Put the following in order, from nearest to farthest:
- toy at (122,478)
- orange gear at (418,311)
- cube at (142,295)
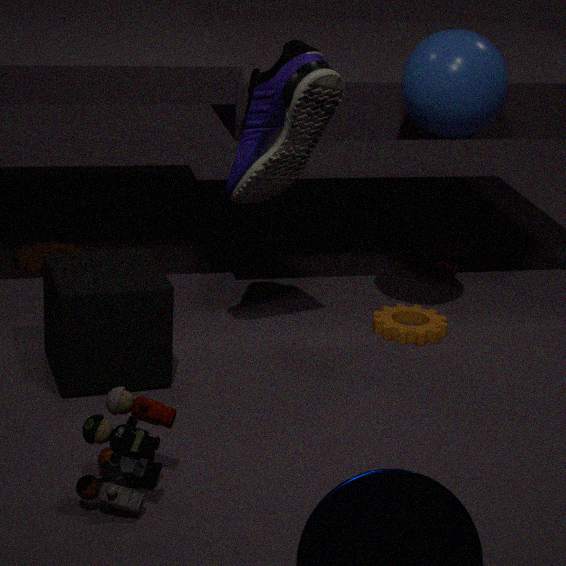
toy at (122,478), cube at (142,295), orange gear at (418,311)
